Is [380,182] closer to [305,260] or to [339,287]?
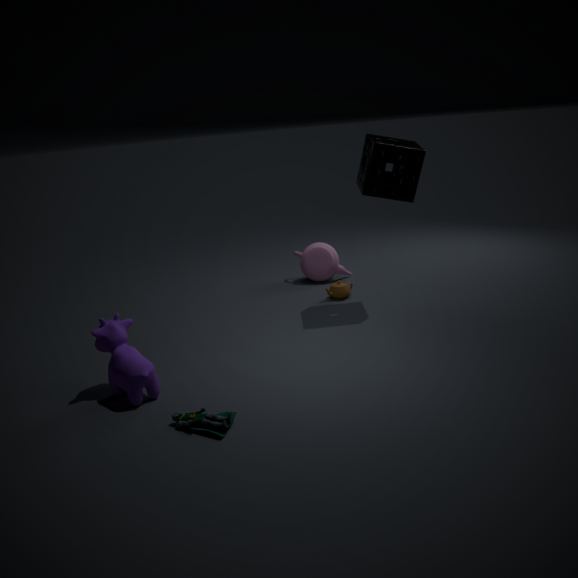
[339,287]
